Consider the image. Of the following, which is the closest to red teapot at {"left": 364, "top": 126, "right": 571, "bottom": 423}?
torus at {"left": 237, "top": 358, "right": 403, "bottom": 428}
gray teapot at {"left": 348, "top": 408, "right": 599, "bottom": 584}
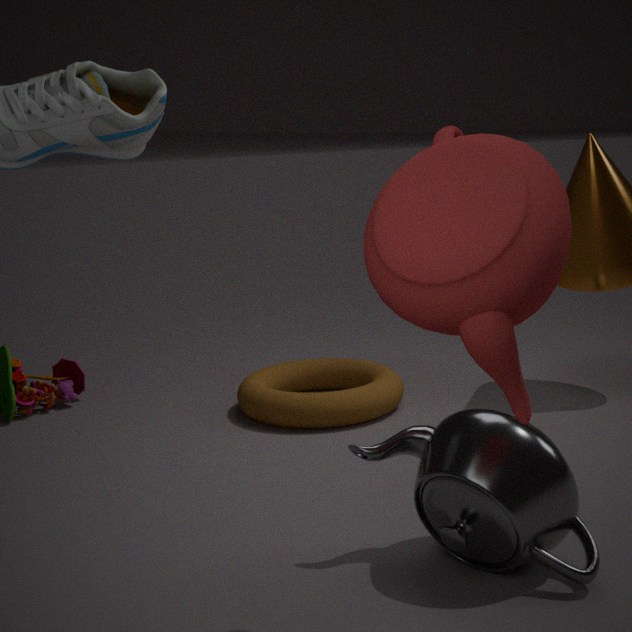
gray teapot at {"left": 348, "top": 408, "right": 599, "bottom": 584}
